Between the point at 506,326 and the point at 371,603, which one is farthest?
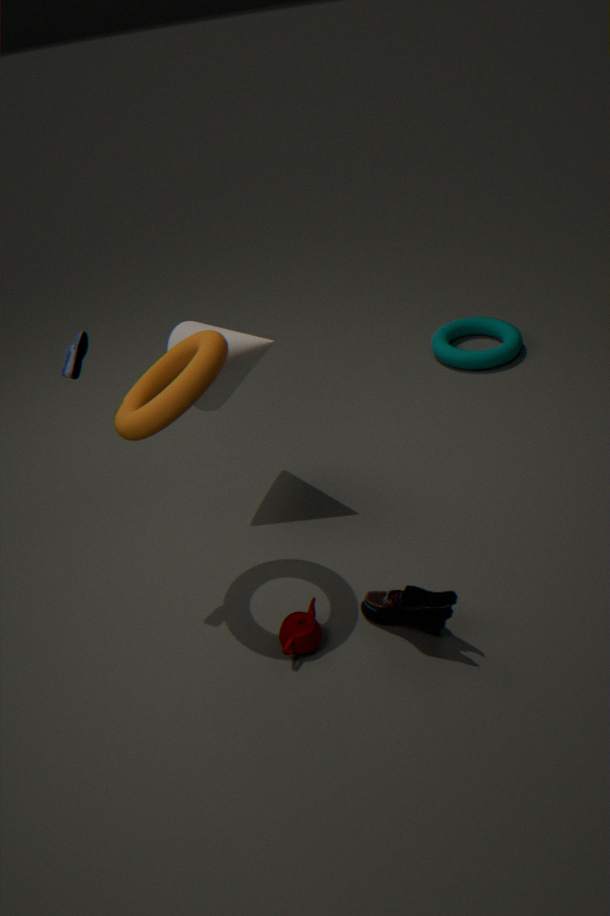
the point at 506,326
